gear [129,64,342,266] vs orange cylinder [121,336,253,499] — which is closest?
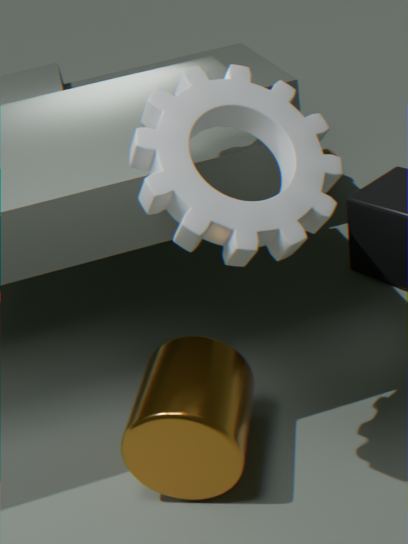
gear [129,64,342,266]
